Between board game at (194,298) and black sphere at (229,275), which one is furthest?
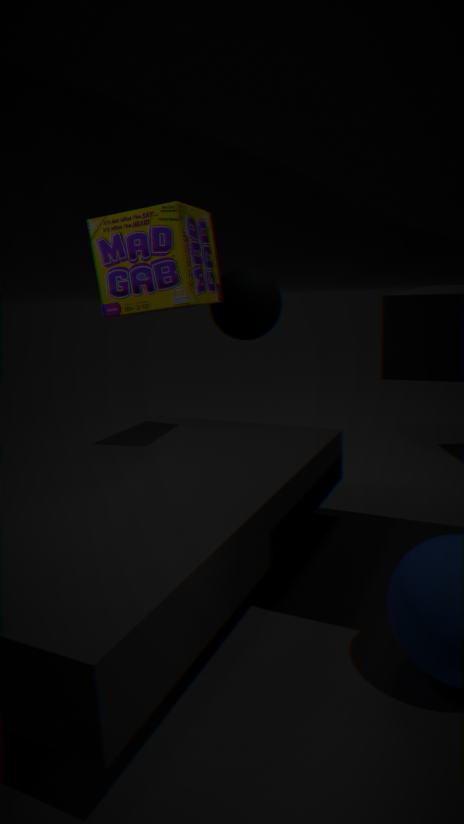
black sphere at (229,275)
